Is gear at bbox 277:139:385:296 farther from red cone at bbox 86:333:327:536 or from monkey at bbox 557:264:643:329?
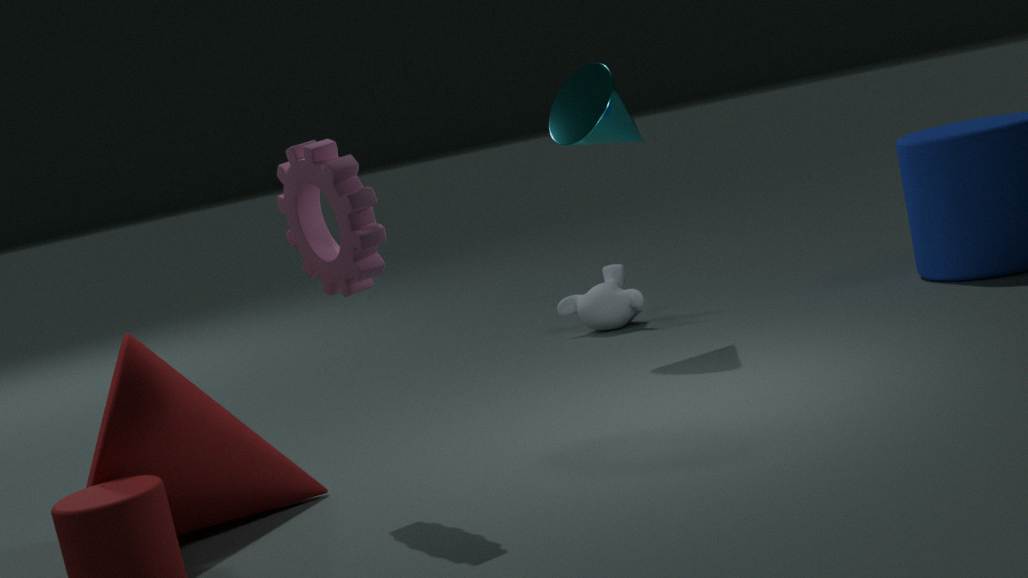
monkey at bbox 557:264:643:329
